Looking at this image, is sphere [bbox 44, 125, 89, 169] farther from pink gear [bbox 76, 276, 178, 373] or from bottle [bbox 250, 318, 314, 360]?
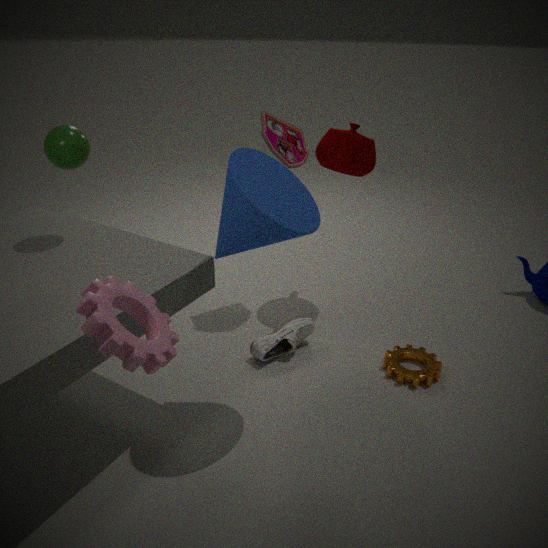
bottle [bbox 250, 318, 314, 360]
